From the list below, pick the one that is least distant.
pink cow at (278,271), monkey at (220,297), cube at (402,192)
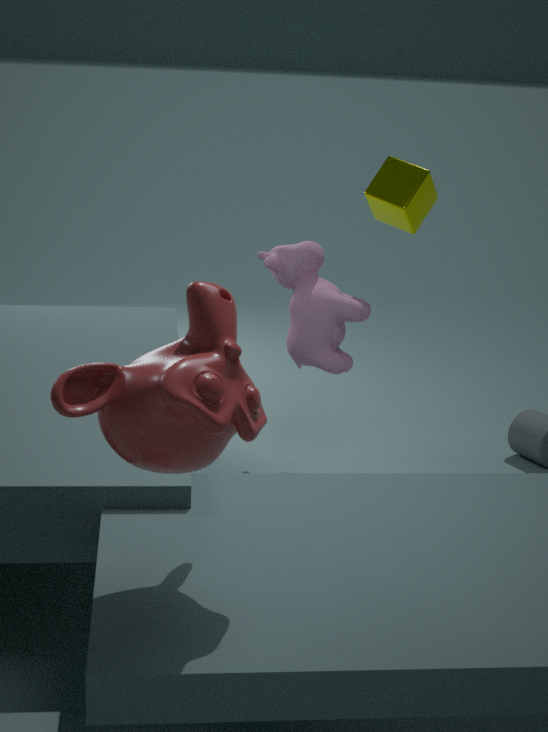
monkey at (220,297)
